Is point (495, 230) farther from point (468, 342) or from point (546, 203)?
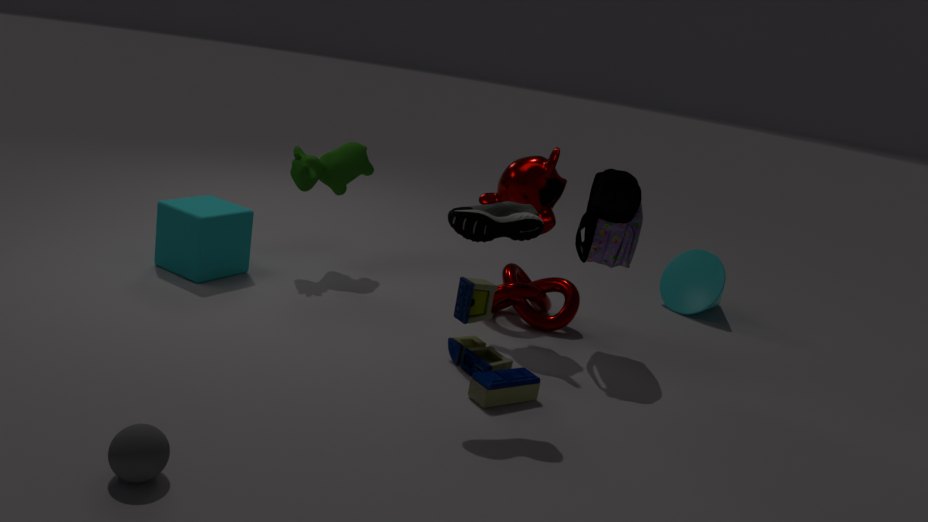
point (546, 203)
